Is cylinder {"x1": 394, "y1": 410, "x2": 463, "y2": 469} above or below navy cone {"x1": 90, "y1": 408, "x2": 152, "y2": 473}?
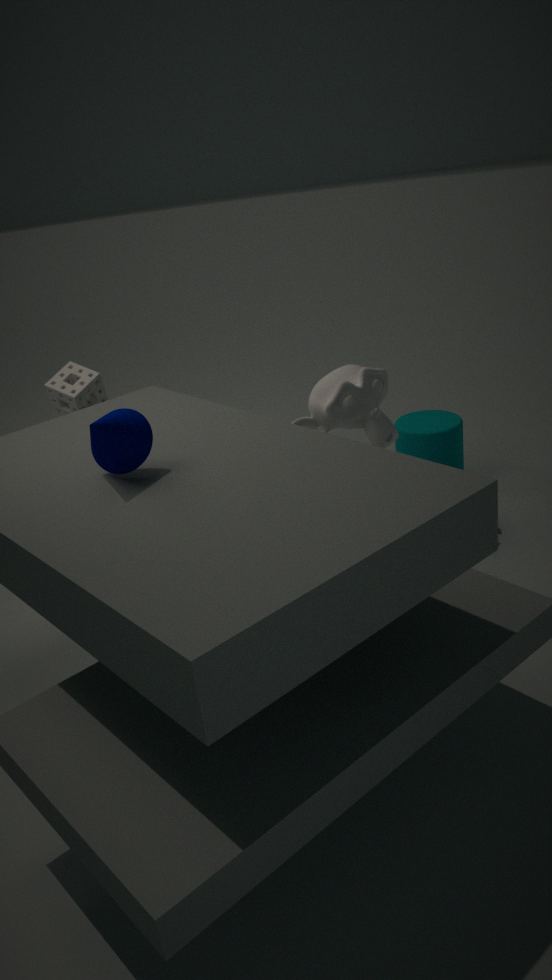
below
